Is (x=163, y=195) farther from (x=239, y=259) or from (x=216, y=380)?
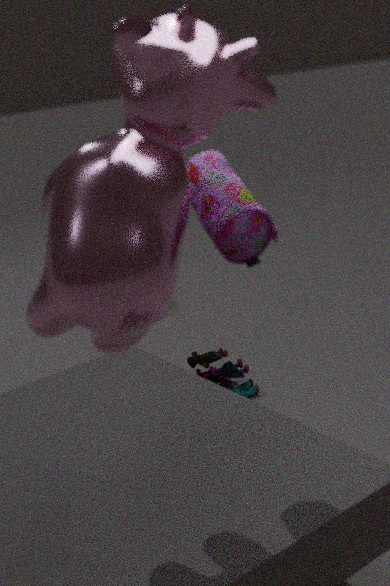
(x=216, y=380)
